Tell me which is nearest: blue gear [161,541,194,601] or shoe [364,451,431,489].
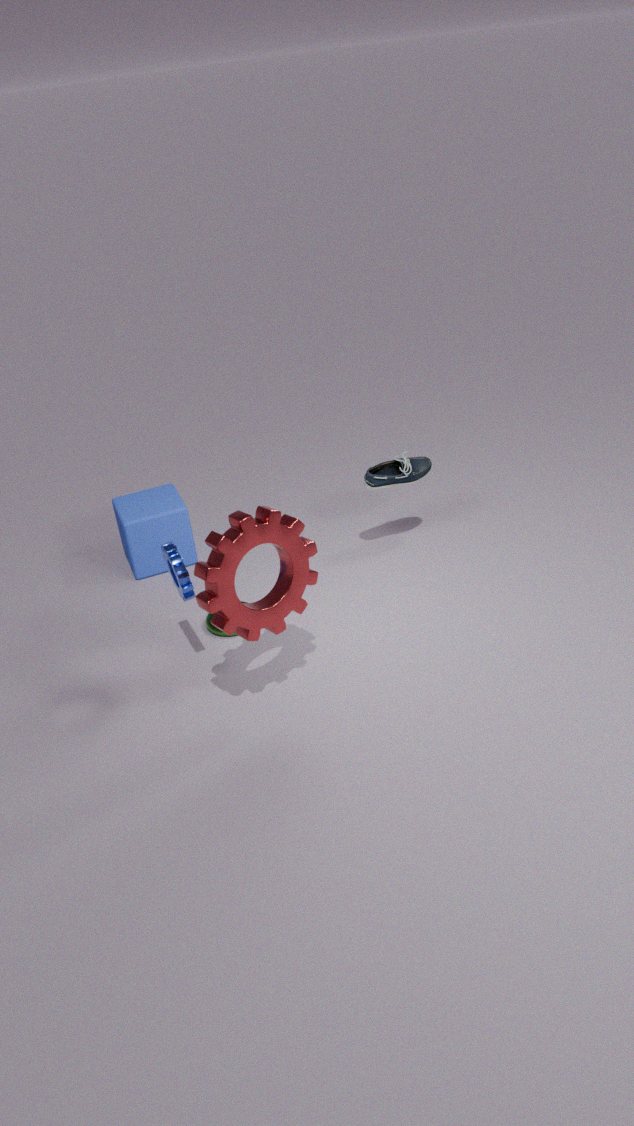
blue gear [161,541,194,601]
